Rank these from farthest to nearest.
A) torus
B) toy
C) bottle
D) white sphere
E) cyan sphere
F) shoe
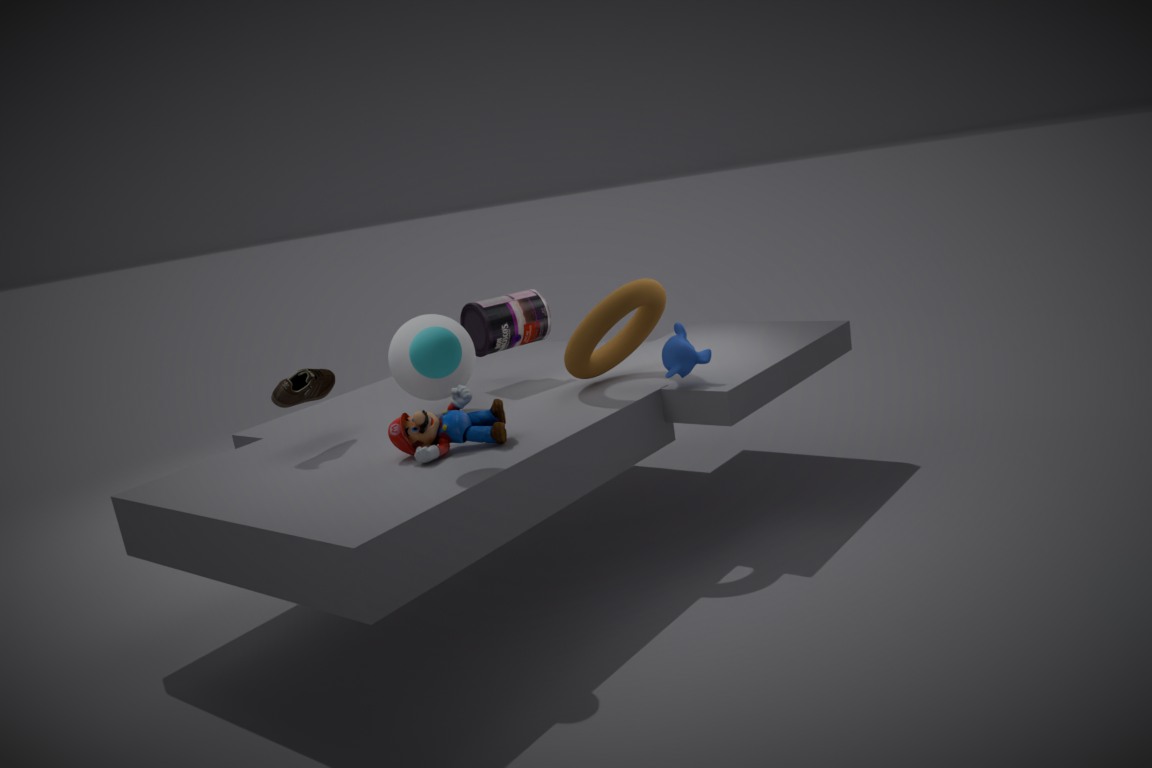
1. C. bottle
2. D. white sphere
3. A. torus
4. F. shoe
5. B. toy
6. E. cyan sphere
